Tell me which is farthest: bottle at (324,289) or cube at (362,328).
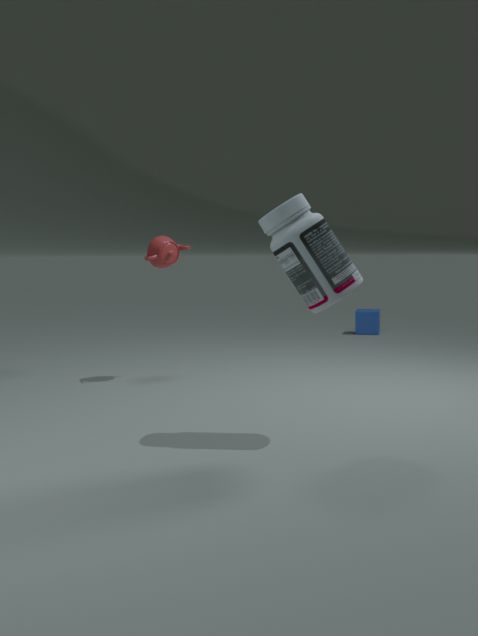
cube at (362,328)
